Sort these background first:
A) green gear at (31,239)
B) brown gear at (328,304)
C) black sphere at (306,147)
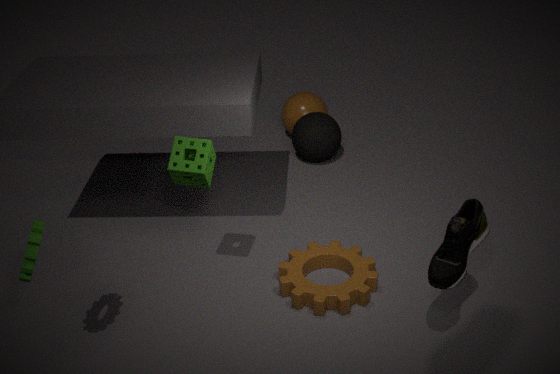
C. black sphere at (306,147) → B. brown gear at (328,304) → A. green gear at (31,239)
